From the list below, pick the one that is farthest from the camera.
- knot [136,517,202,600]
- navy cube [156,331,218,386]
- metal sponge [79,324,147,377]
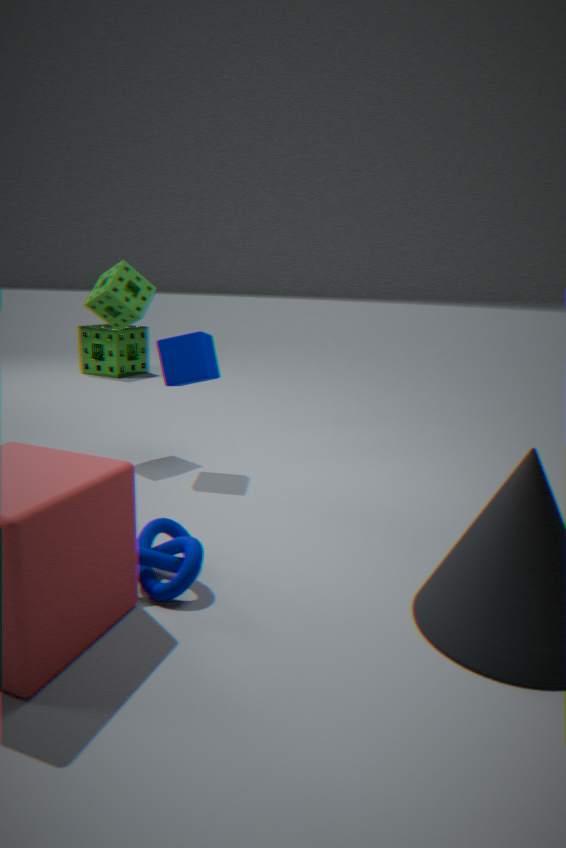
metal sponge [79,324,147,377]
